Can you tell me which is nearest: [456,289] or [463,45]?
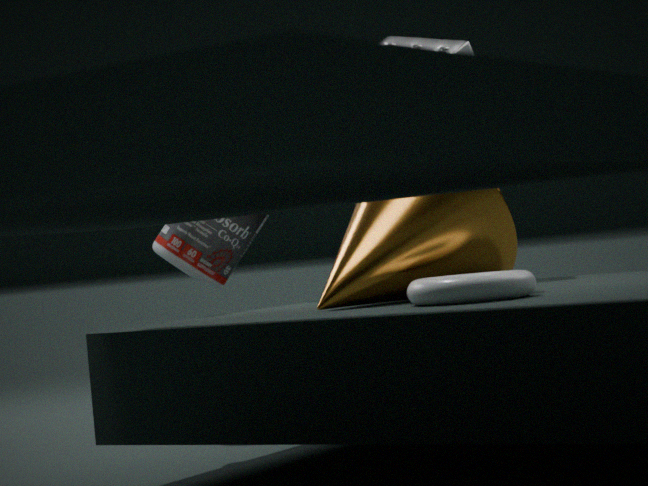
[456,289]
